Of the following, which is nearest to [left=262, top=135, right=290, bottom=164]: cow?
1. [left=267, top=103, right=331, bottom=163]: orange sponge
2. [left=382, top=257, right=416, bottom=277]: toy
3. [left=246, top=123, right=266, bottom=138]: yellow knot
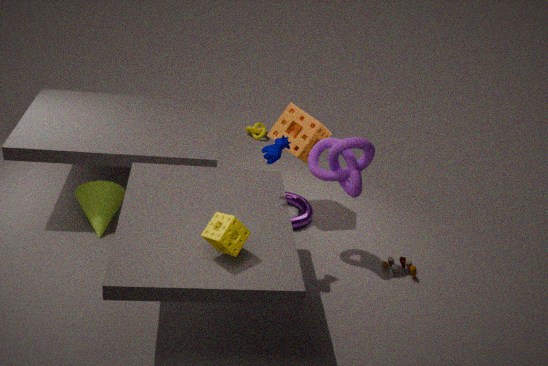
[left=267, top=103, right=331, bottom=163]: orange sponge
